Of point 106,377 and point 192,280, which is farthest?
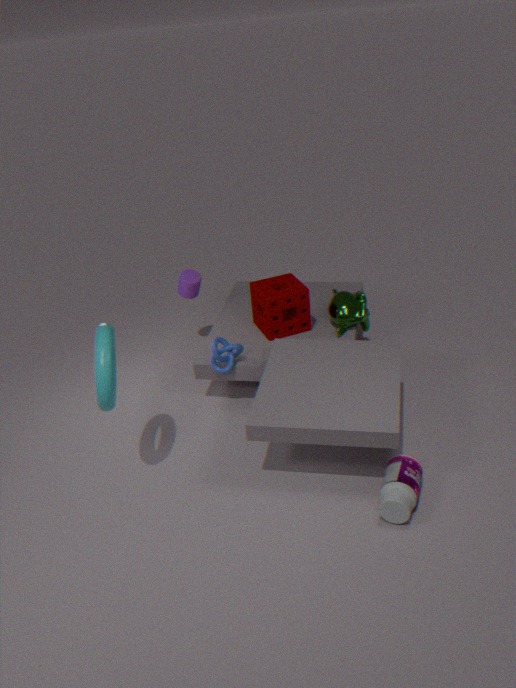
point 192,280
